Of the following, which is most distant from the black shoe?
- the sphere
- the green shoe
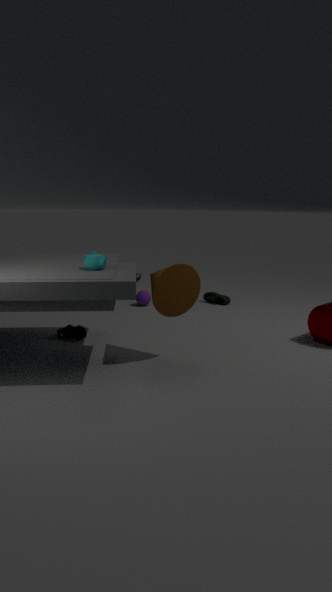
the green shoe
